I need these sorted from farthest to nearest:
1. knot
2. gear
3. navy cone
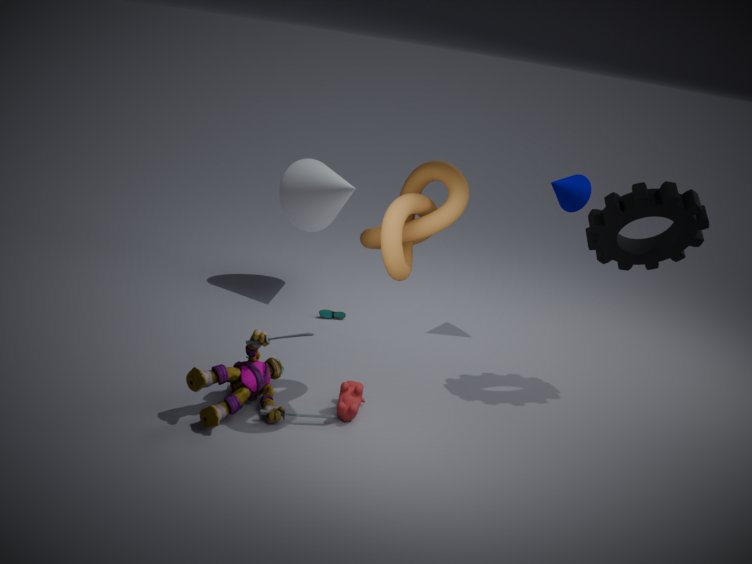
navy cone < gear < knot
